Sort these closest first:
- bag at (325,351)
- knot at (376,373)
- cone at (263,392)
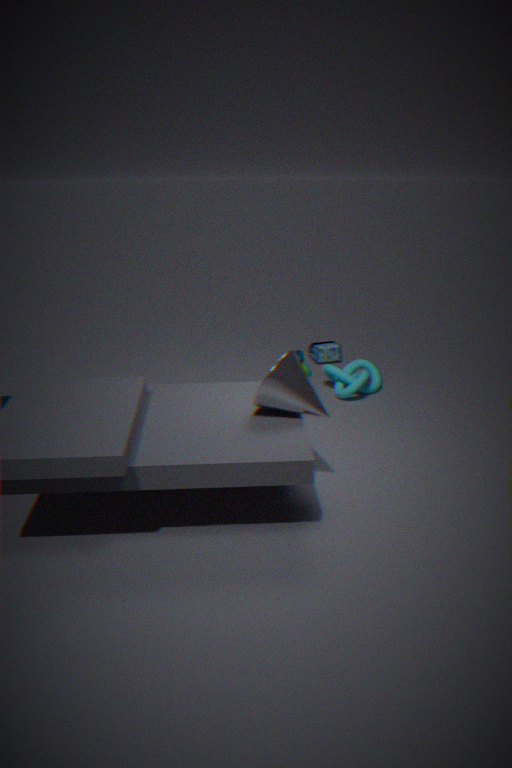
1. cone at (263,392)
2. knot at (376,373)
3. bag at (325,351)
